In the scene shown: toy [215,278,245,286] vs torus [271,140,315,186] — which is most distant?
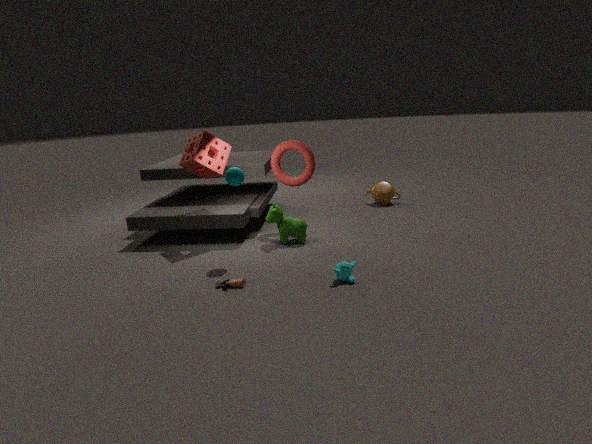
torus [271,140,315,186]
